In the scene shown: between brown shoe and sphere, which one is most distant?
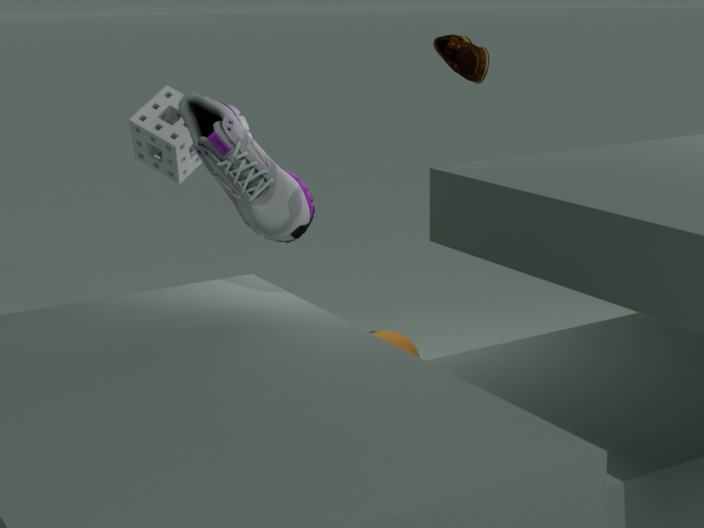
brown shoe
